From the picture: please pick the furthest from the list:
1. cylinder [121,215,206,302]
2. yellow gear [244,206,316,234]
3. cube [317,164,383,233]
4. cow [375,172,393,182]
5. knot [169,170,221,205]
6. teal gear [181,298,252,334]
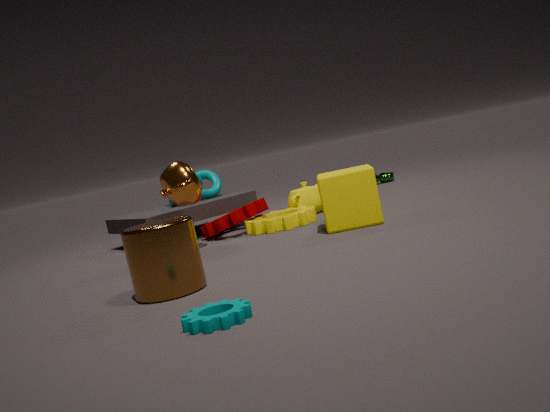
cow [375,172,393,182]
